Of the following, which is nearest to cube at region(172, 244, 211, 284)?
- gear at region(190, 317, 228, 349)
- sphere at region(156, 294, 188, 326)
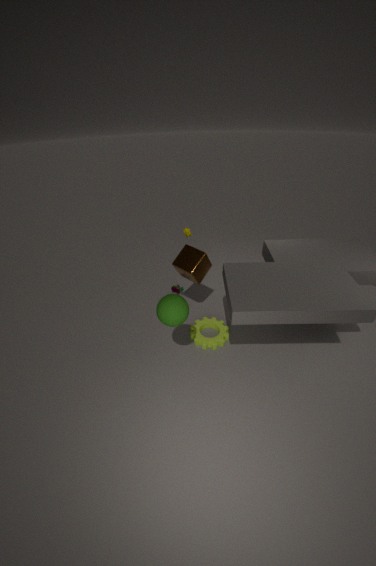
gear at region(190, 317, 228, 349)
